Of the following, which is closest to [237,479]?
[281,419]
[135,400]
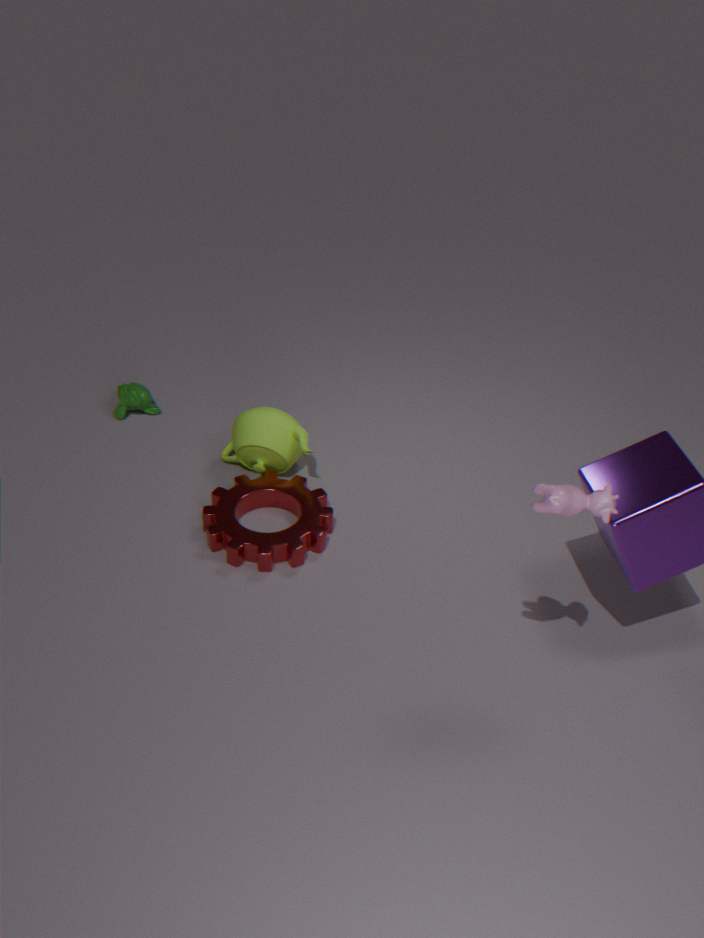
[281,419]
